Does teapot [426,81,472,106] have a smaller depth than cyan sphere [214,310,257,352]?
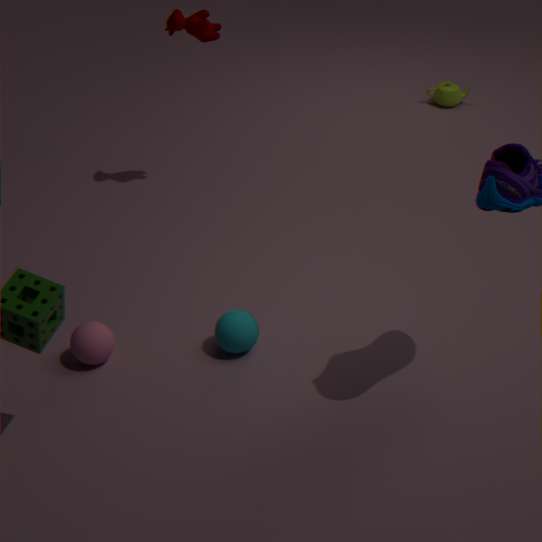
No
